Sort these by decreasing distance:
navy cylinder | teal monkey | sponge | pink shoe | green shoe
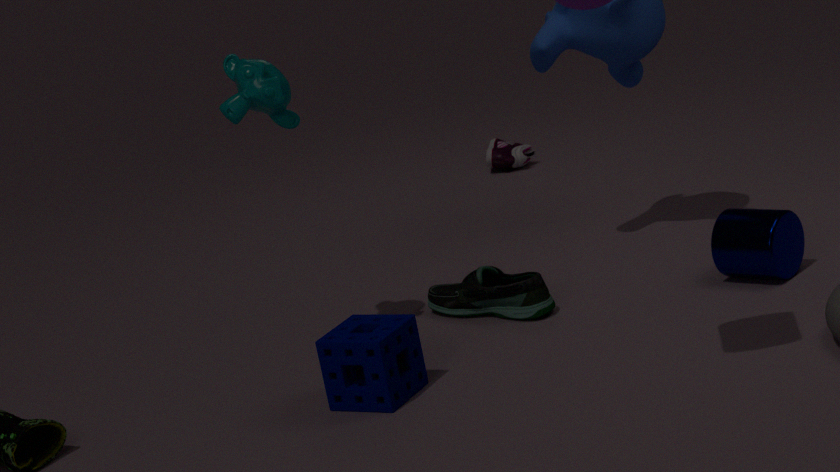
pink shoe
green shoe
navy cylinder
teal monkey
sponge
